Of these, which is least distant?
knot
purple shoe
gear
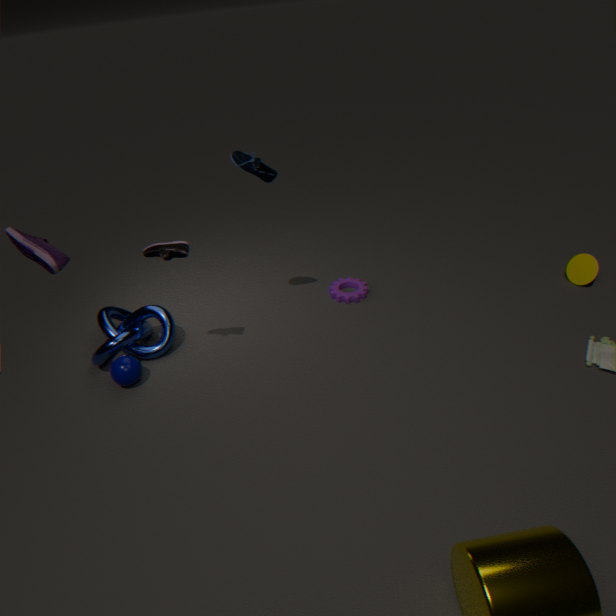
purple shoe
